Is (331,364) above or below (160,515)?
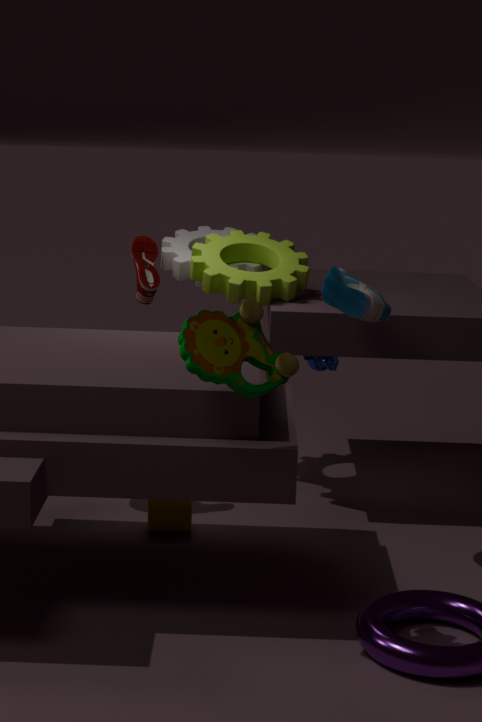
A: above
